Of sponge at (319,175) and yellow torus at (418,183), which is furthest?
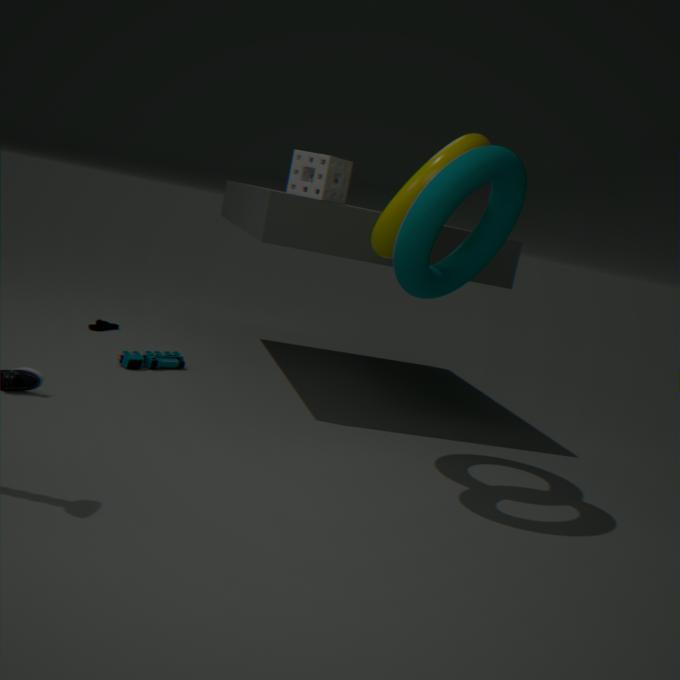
sponge at (319,175)
